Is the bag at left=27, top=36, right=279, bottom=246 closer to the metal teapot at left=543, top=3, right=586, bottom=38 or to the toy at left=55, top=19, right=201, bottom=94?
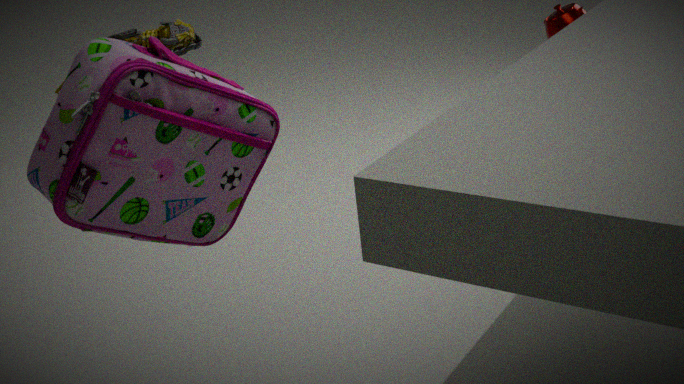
the toy at left=55, top=19, right=201, bottom=94
